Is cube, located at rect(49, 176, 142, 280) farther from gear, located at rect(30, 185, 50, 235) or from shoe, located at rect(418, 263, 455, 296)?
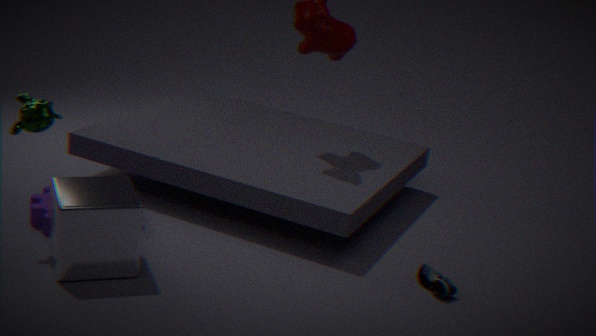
shoe, located at rect(418, 263, 455, 296)
